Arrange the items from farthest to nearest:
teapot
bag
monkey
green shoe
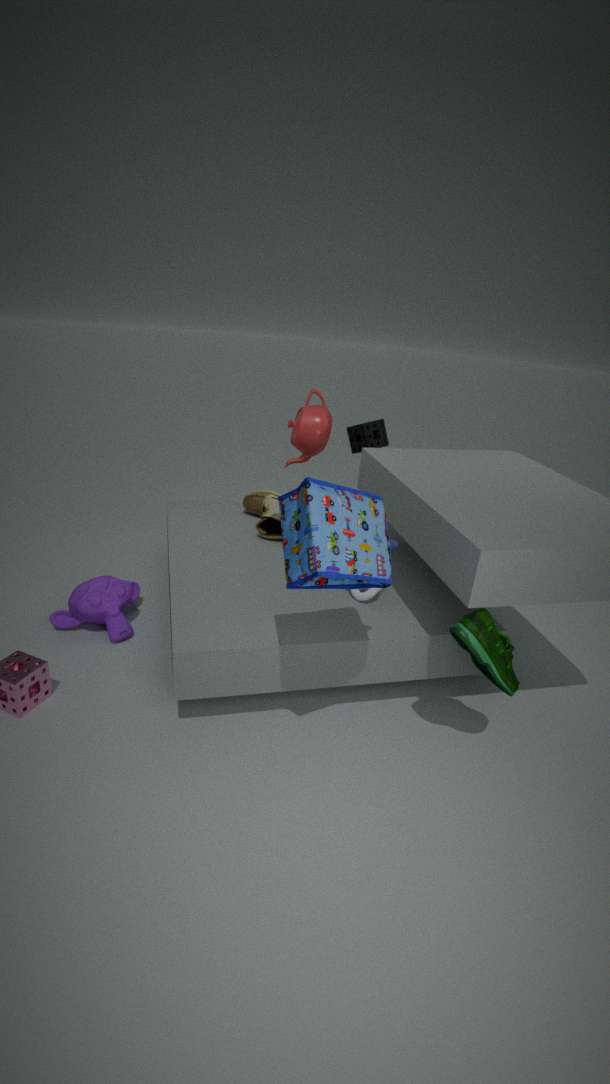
teapot < monkey < green shoe < bag
